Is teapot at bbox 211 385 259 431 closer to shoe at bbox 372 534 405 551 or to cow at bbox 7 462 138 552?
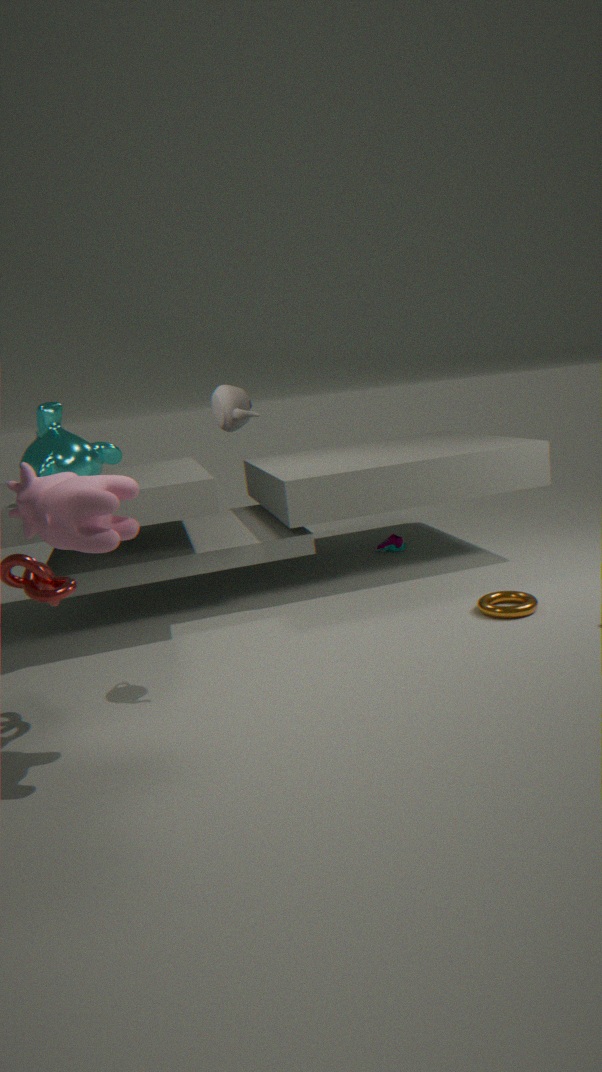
cow at bbox 7 462 138 552
